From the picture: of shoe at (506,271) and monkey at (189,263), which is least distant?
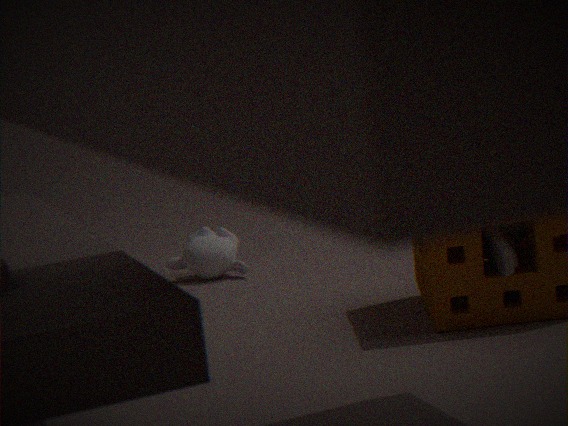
shoe at (506,271)
